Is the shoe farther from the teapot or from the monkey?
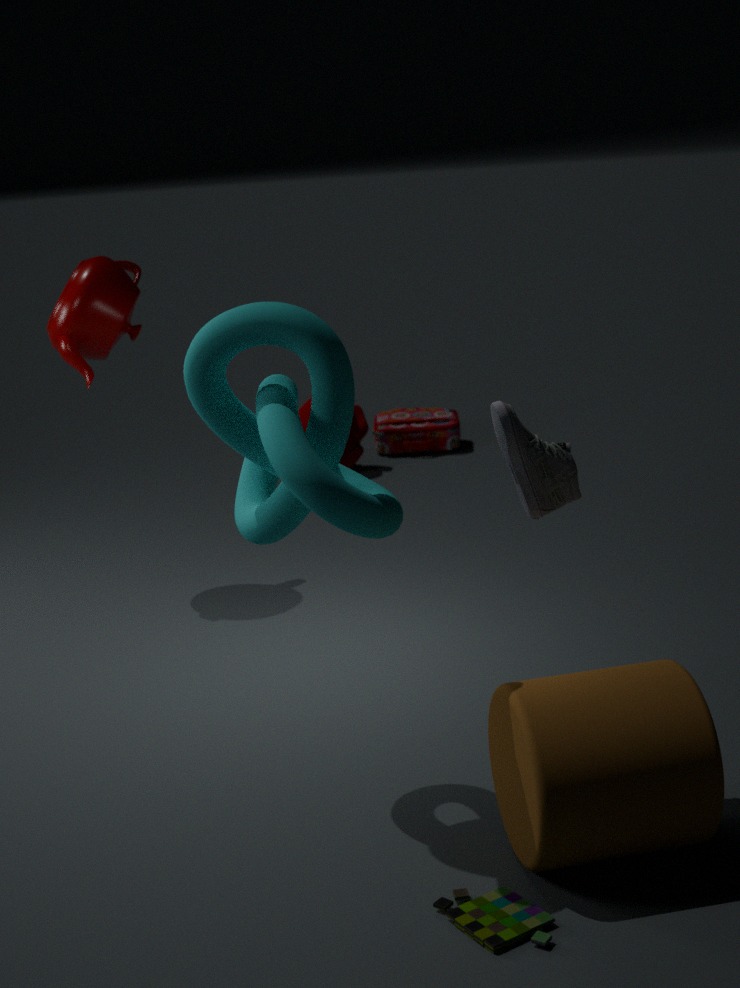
the monkey
